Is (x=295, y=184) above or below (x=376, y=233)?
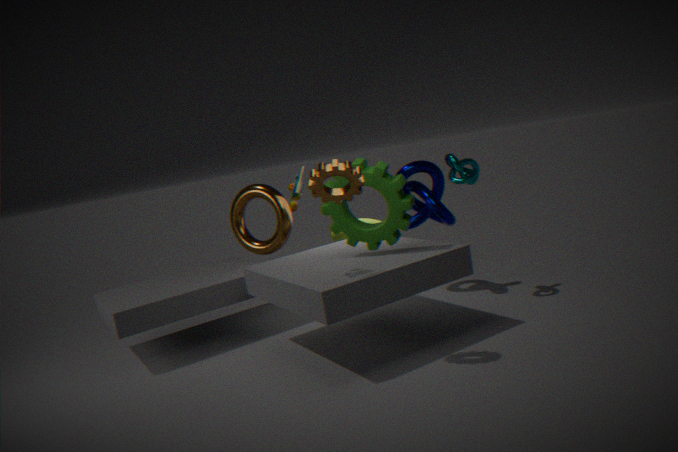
above
